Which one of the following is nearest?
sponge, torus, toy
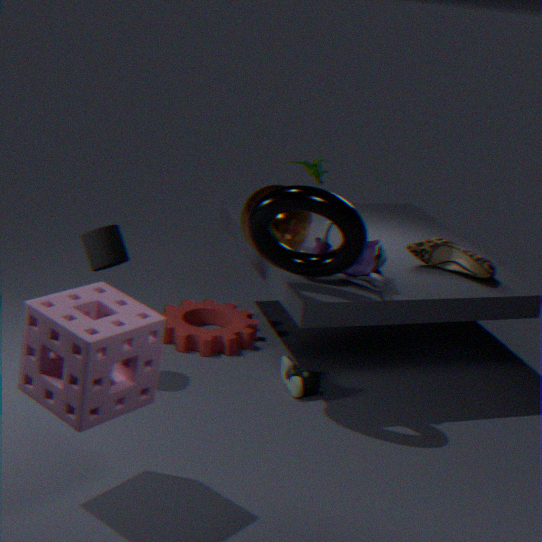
sponge
